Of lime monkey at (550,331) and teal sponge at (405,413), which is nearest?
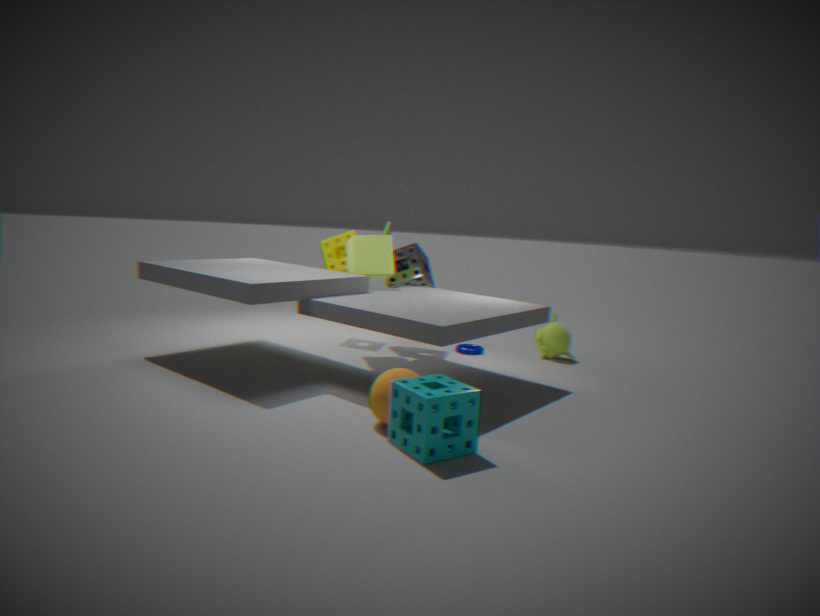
teal sponge at (405,413)
